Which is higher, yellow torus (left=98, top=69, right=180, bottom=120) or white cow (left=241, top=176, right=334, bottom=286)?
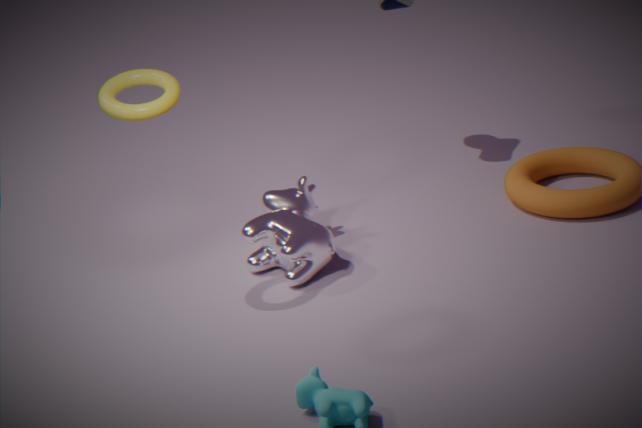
yellow torus (left=98, top=69, right=180, bottom=120)
